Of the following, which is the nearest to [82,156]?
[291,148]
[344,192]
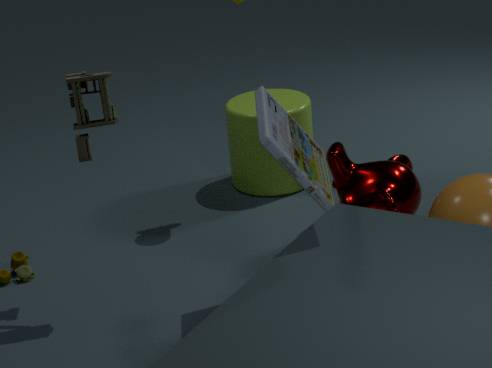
[291,148]
